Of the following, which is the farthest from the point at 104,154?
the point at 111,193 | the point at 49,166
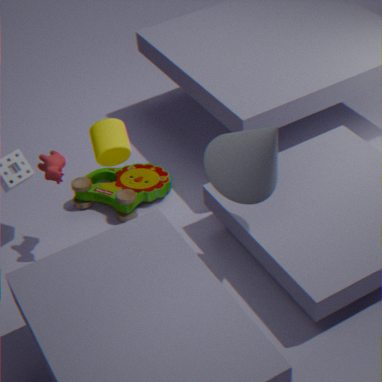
the point at 111,193
